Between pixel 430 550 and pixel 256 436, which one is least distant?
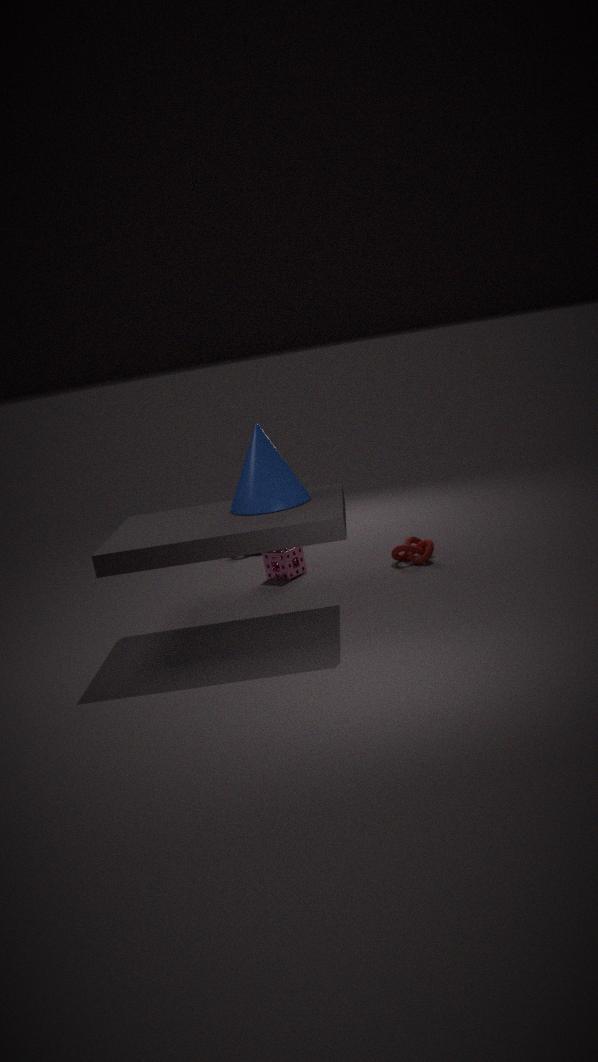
pixel 256 436
